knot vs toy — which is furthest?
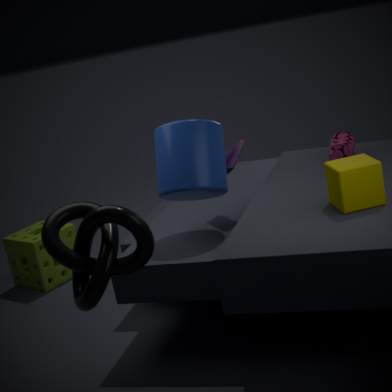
toy
